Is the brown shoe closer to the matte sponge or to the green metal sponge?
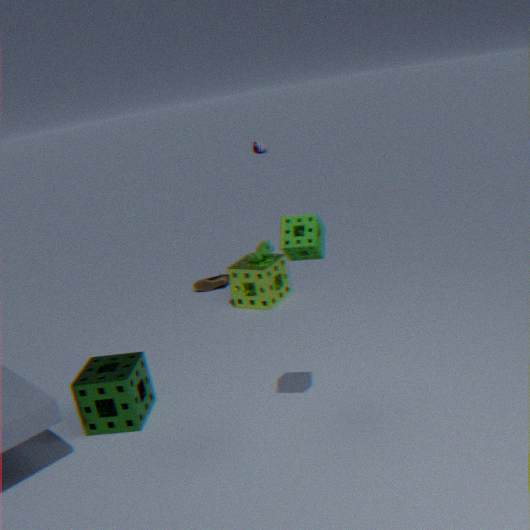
the green metal sponge
